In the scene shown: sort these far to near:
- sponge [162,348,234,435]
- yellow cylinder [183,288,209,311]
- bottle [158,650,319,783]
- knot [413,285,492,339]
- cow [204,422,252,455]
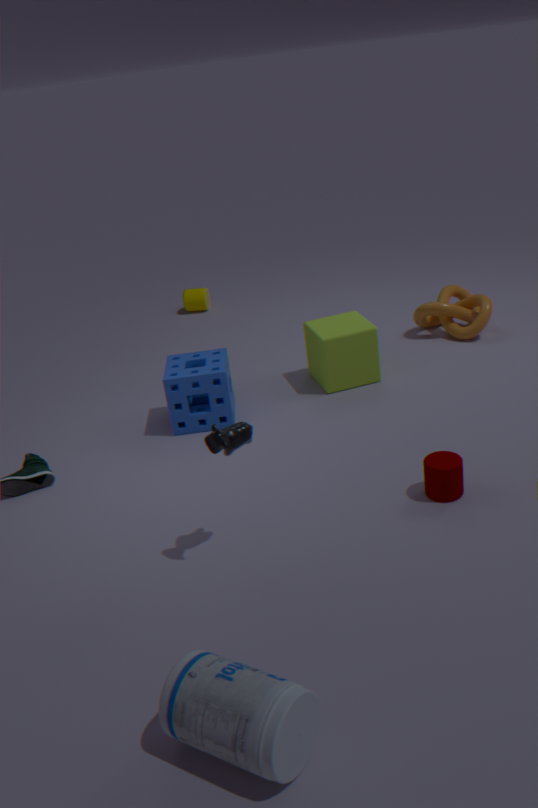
yellow cylinder [183,288,209,311]
knot [413,285,492,339]
sponge [162,348,234,435]
cow [204,422,252,455]
bottle [158,650,319,783]
